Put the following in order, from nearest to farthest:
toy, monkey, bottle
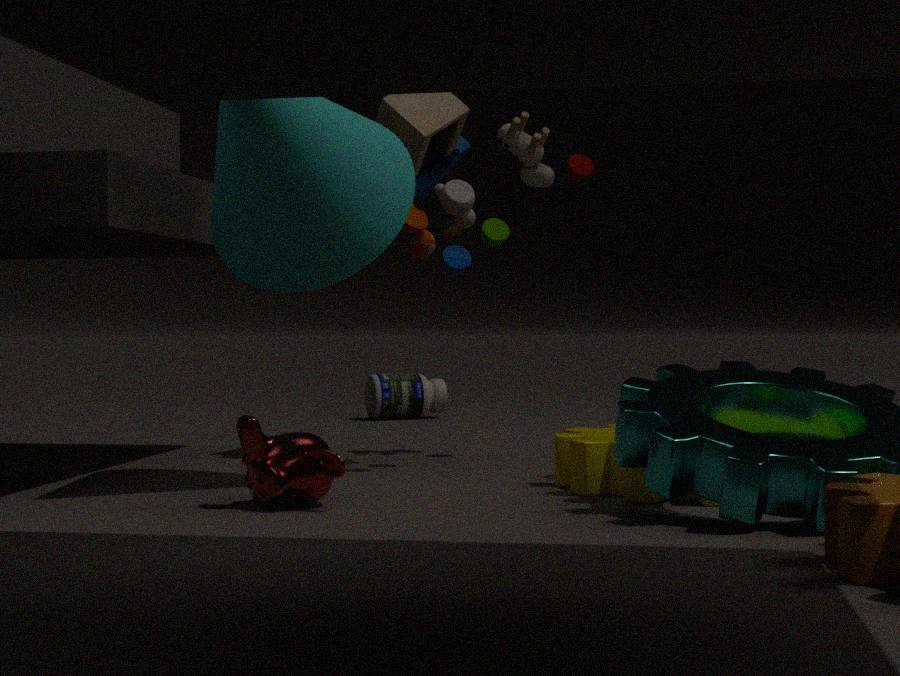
1. monkey
2. toy
3. bottle
